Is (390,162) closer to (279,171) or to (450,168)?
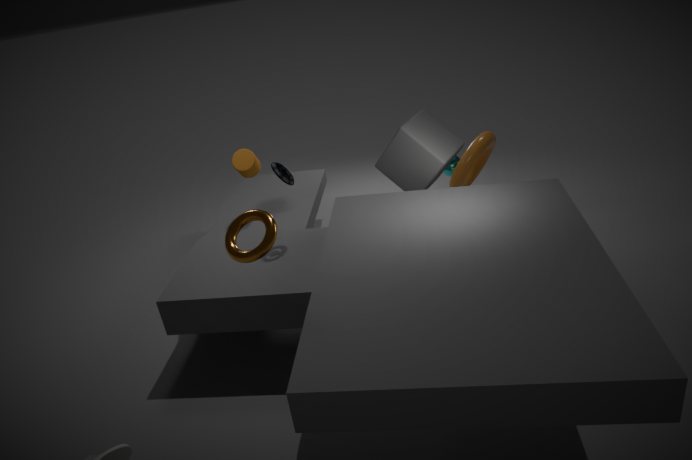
(279,171)
